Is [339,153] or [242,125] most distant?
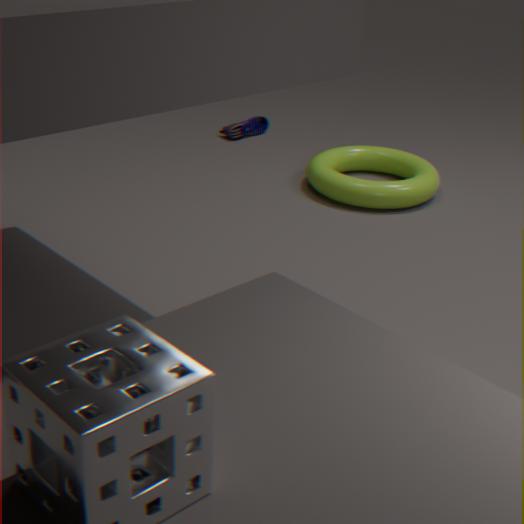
[242,125]
